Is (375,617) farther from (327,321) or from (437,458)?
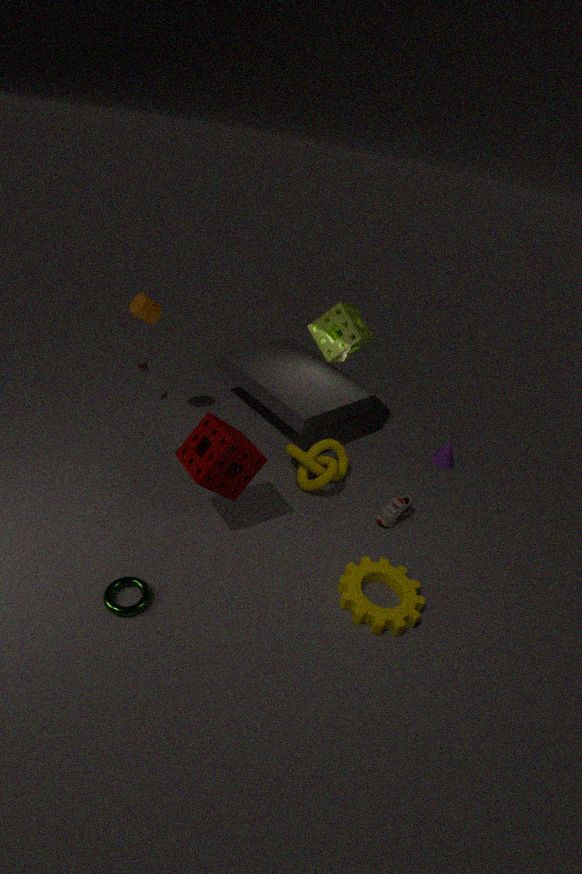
(327,321)
